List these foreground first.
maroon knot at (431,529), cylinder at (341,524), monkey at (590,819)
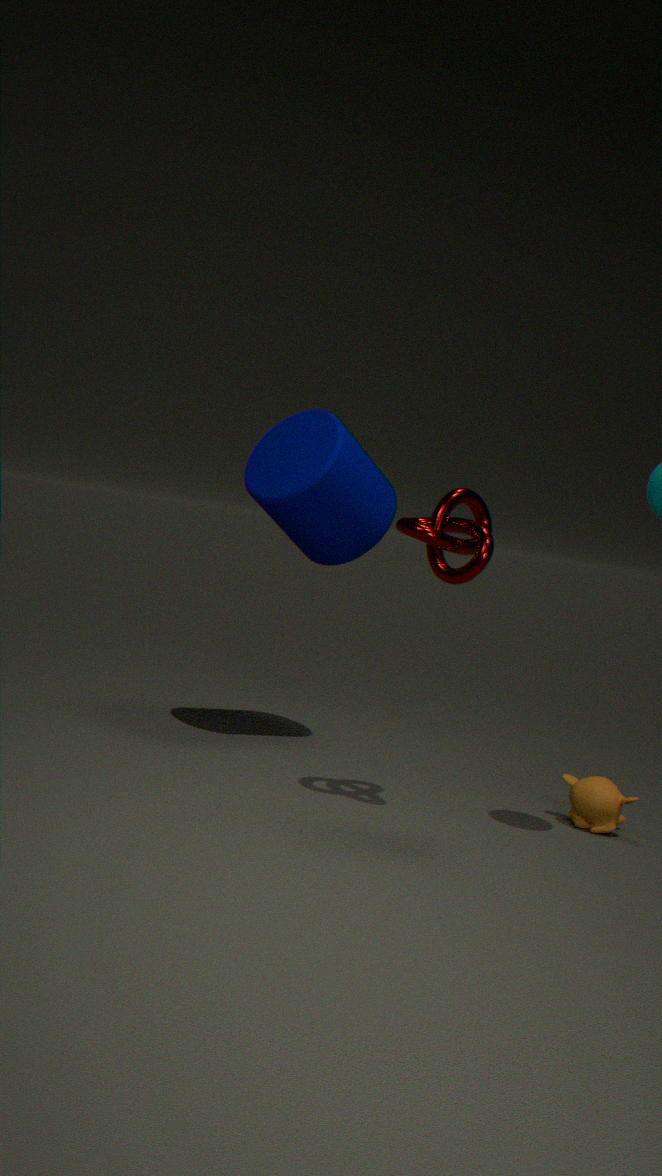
1. maroon knot at (431,529)
2. monkey at (590,819)
3. cylinder at (341,524)
